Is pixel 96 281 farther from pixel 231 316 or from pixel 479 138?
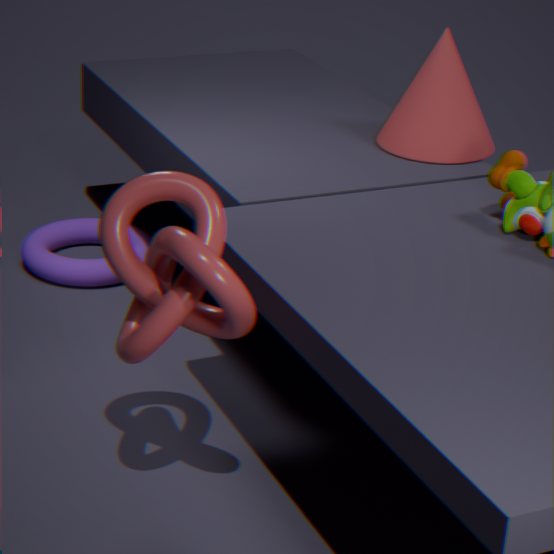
pixel 231 316
